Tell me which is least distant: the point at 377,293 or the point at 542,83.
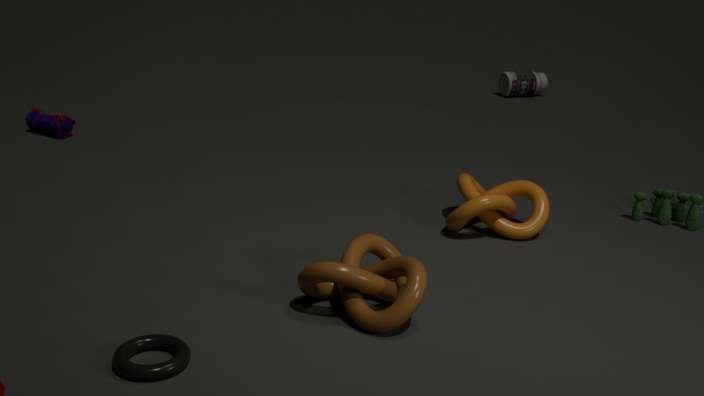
the point at 377,293
